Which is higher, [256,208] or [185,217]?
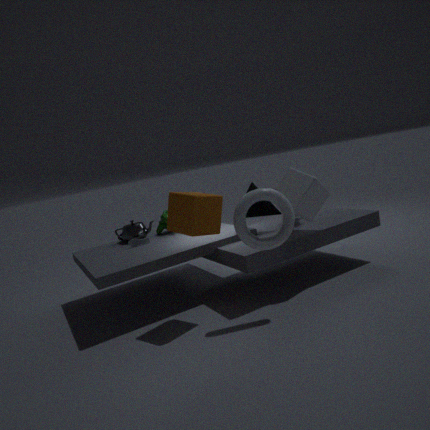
[185,217]
